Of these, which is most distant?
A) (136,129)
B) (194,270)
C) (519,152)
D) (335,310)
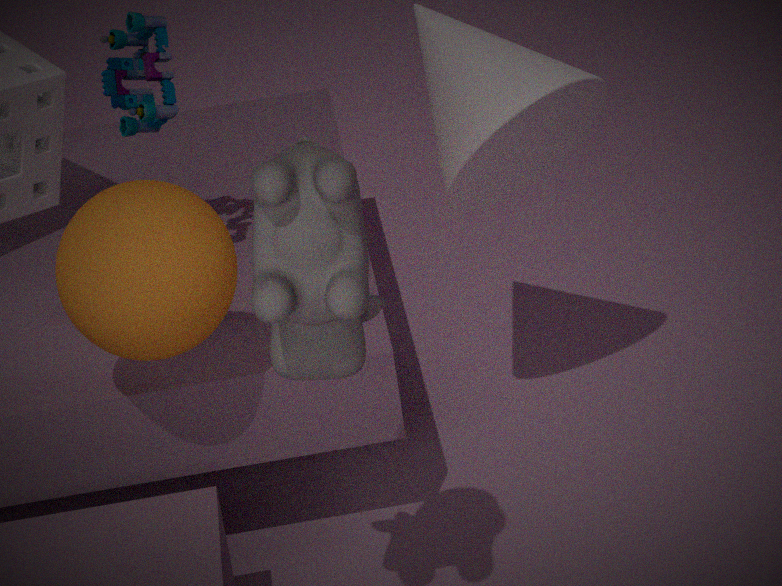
(136,129)
